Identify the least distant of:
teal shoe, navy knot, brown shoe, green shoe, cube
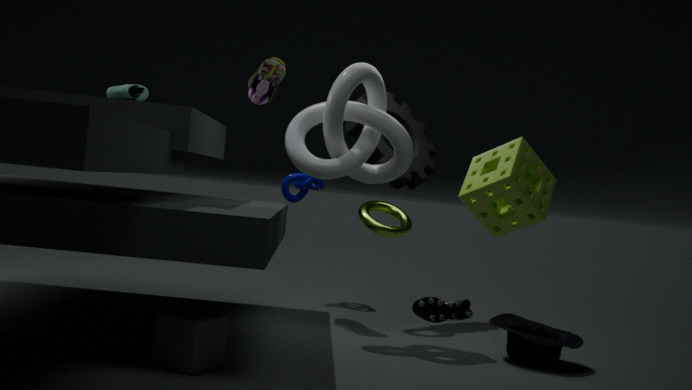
green shoe
